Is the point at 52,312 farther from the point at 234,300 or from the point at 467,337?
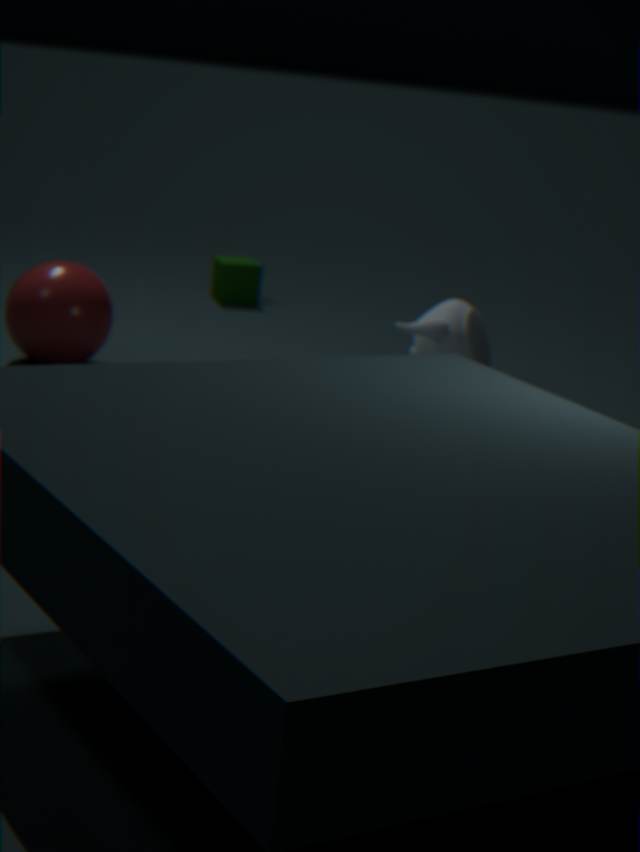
the point at 234,300
